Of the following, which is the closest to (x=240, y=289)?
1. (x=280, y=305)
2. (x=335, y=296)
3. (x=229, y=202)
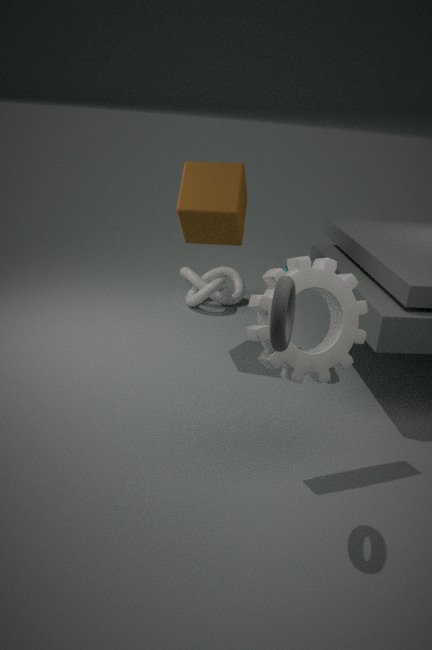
(x=229, y=202)
